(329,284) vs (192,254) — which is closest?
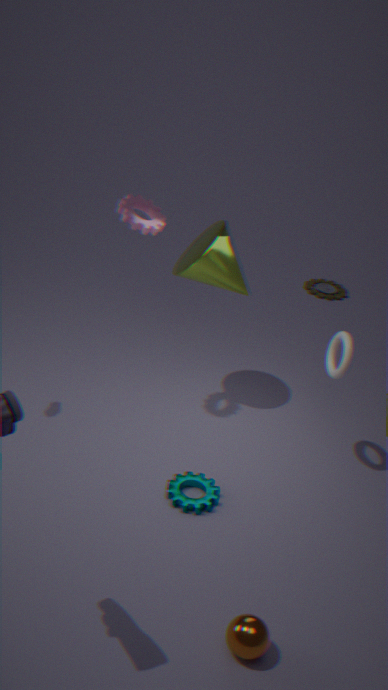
(192,254)
